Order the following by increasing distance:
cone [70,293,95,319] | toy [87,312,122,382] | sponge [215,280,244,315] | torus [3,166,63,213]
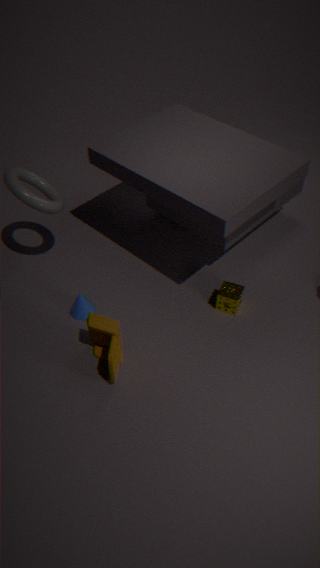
toy [87,312,122,382]
torus [3,166,63,213]
sponge [215,280,244,315]
cone [70,293,95,319]
